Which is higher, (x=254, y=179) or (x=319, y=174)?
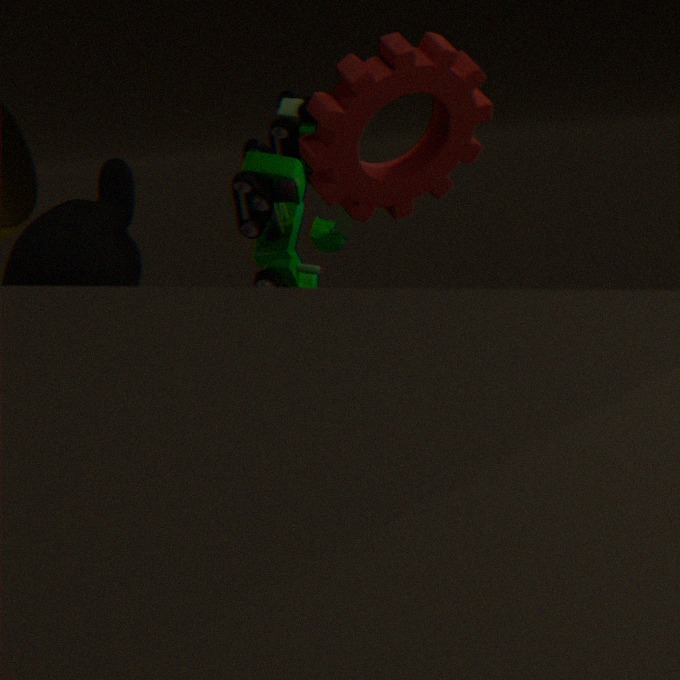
(x=319, y=174)
